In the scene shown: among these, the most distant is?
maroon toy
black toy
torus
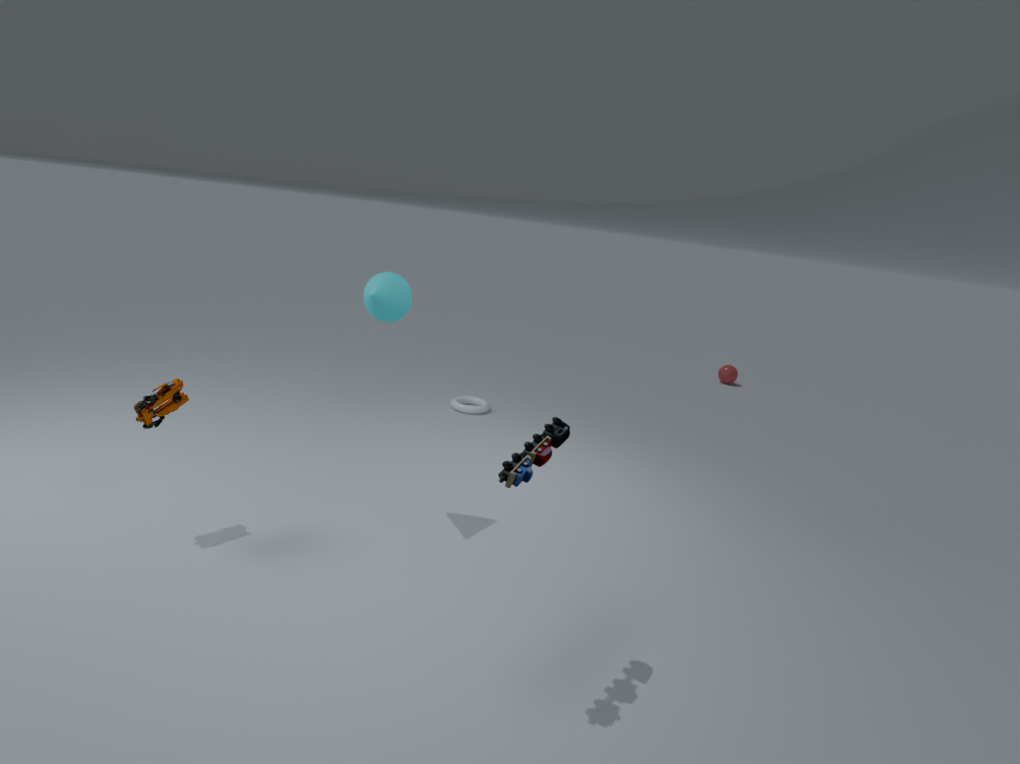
torus
